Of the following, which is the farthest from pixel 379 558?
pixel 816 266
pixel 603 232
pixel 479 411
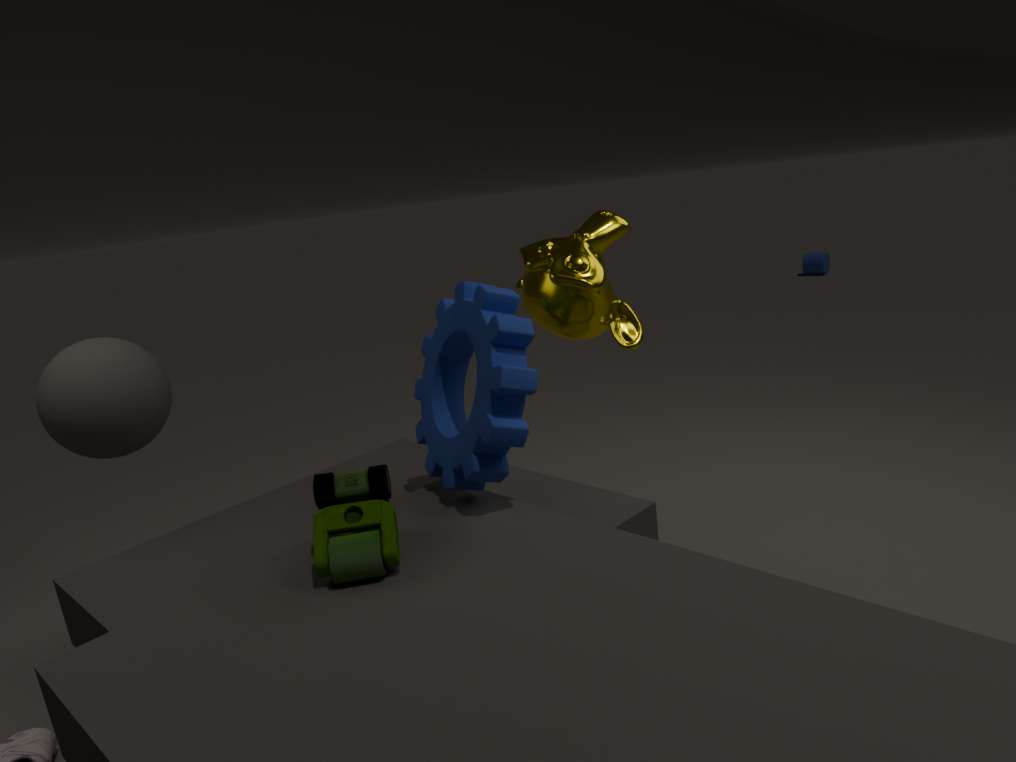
pixel 816 266
